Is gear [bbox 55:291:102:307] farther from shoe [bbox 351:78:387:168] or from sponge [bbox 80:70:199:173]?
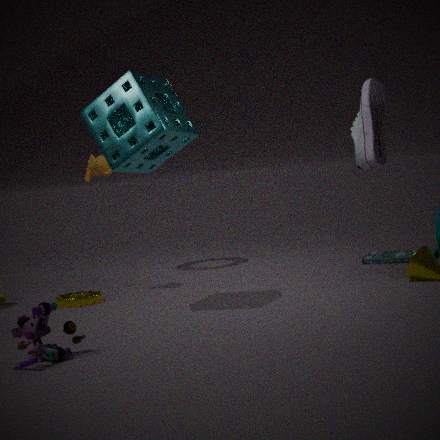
shoe [bbox 351:78:387:168]
